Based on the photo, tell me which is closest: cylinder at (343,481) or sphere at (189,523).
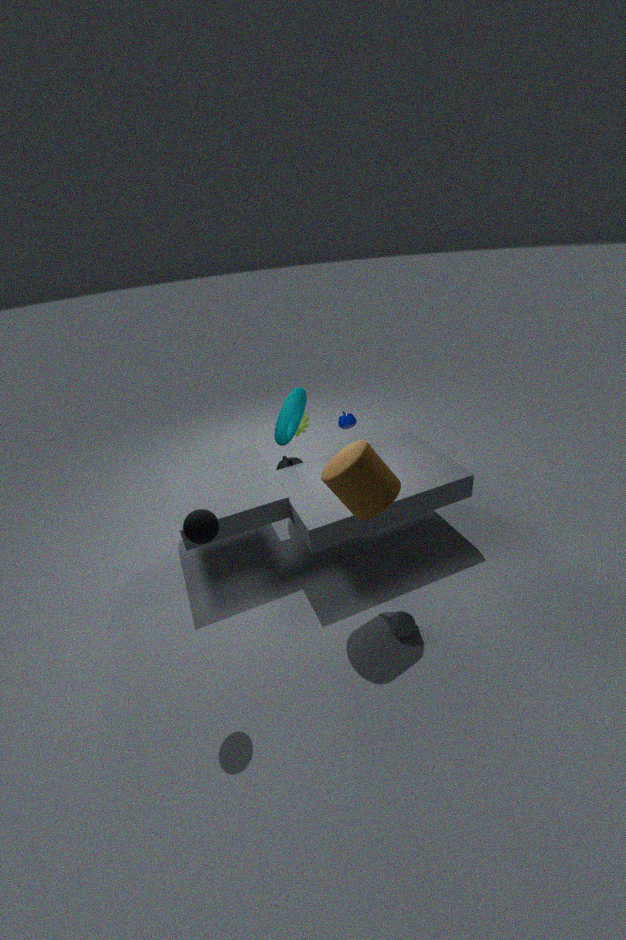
sphere at (189,523)
